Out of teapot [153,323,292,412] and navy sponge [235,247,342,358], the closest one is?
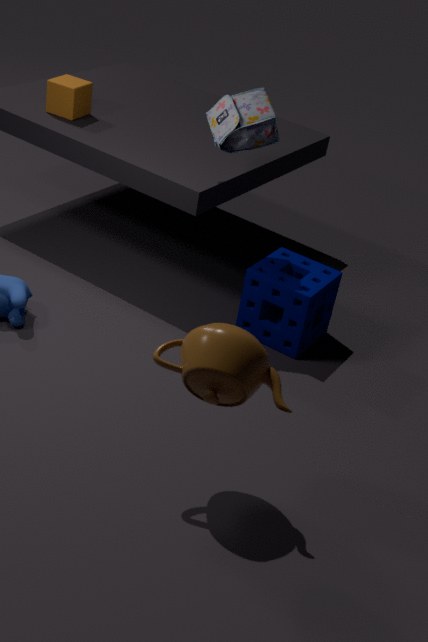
teapot [153,323,292,412]
